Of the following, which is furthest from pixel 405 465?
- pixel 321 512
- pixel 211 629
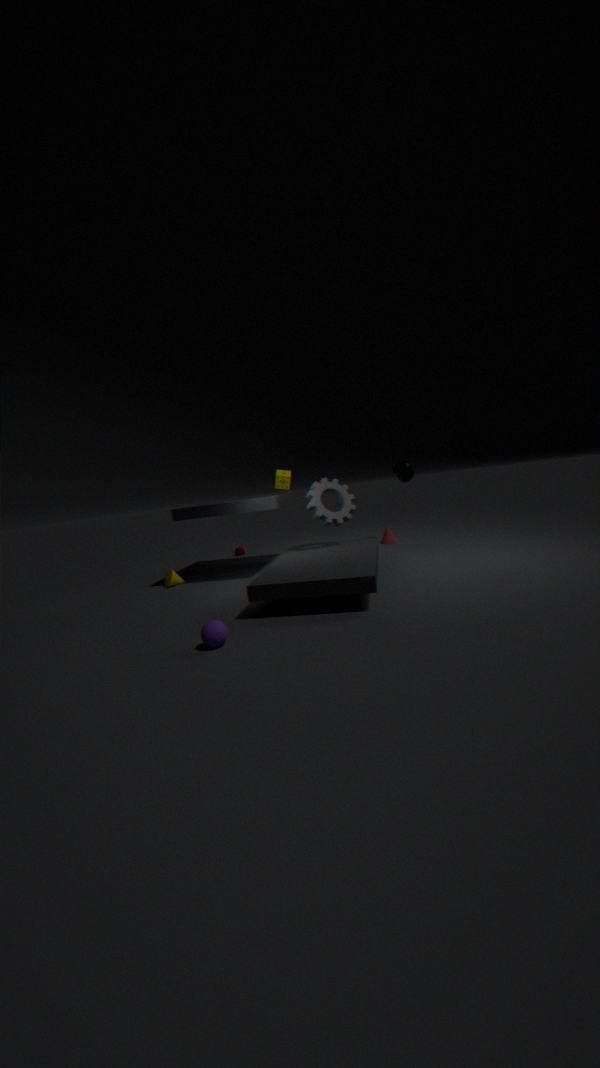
pixel 211 629
